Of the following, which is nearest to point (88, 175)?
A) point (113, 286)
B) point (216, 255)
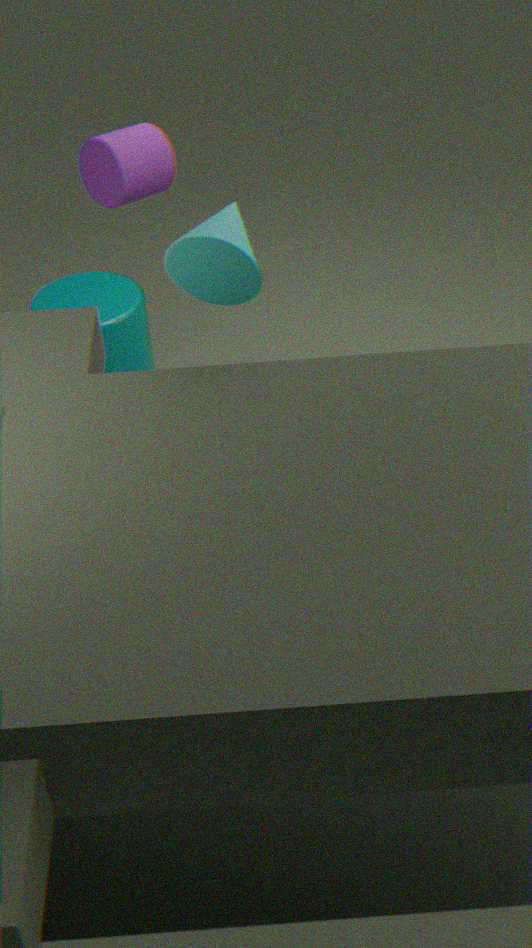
point (216, 255)
